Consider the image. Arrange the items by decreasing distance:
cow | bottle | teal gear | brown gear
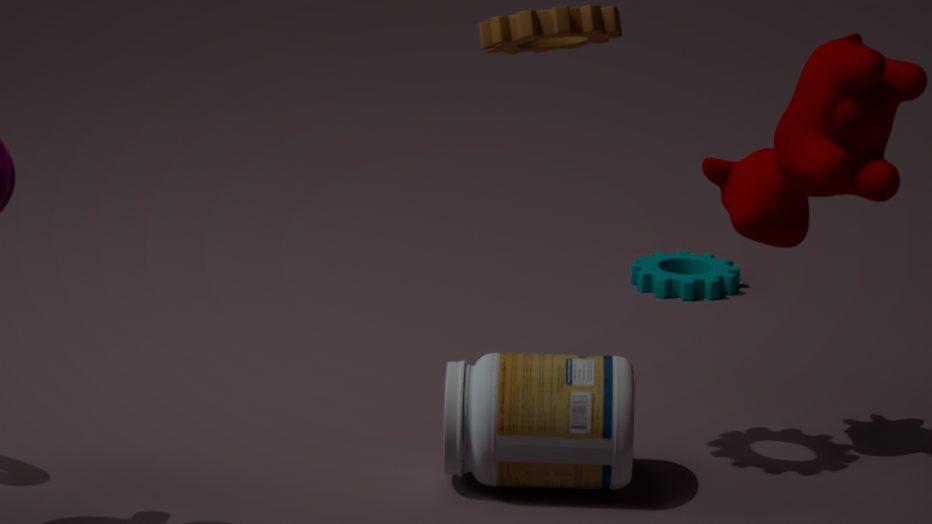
teal gear
bottle
cow
brown gear
